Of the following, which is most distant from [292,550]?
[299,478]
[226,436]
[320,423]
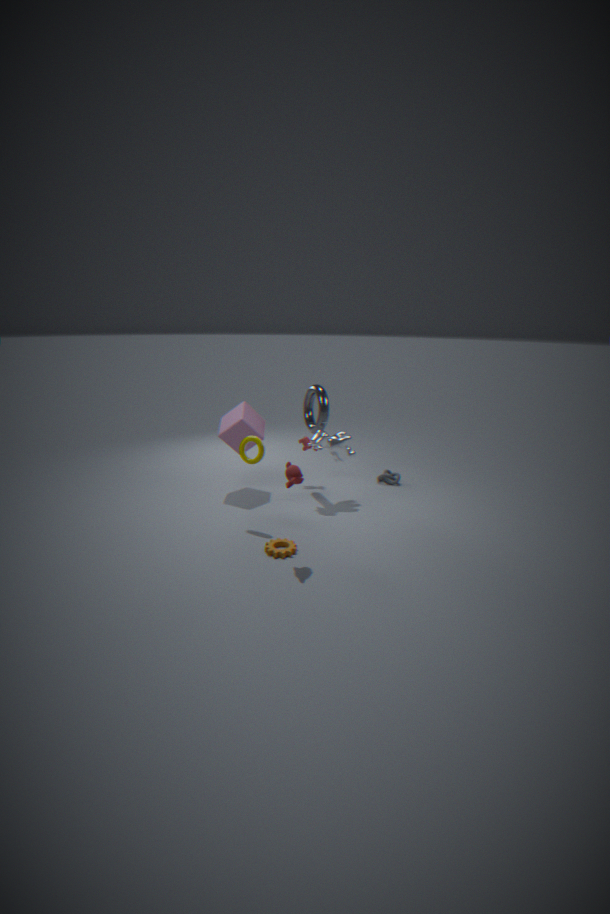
[320,423]
